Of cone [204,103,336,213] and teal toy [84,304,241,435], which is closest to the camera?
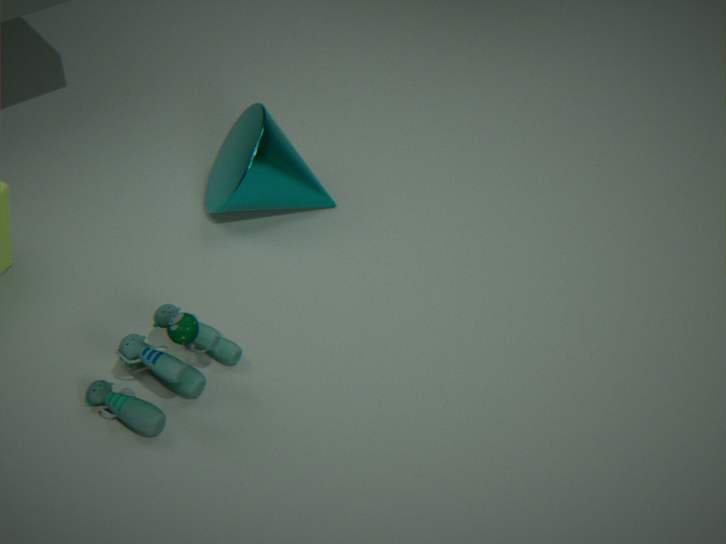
teal toy [84,304,241,435]
